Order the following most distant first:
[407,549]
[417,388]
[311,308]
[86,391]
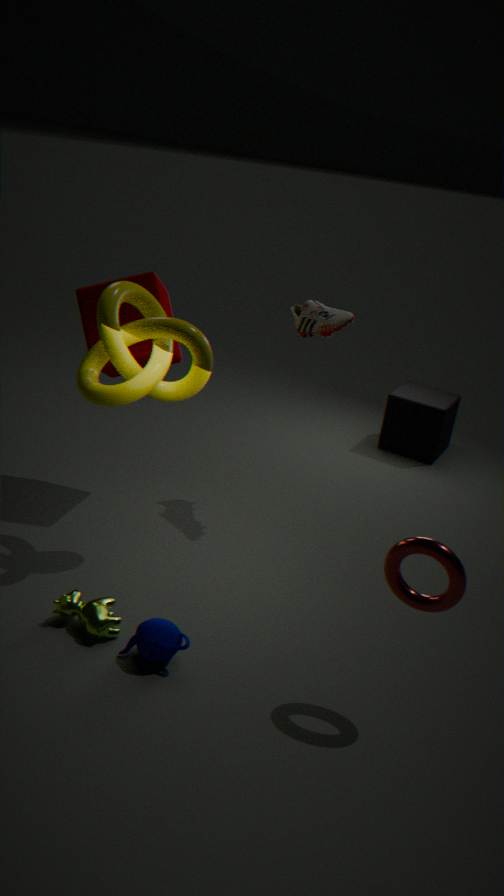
[417,388]
[311,308]
[86,391]
[407,549]
